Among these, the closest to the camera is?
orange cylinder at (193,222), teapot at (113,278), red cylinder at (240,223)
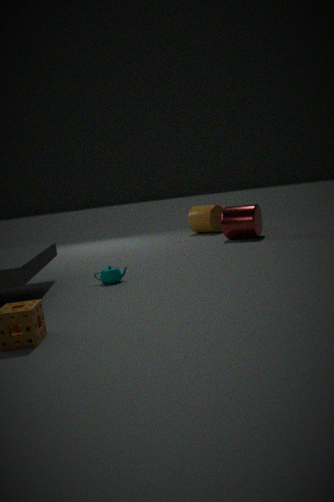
teapot at (113,278)
